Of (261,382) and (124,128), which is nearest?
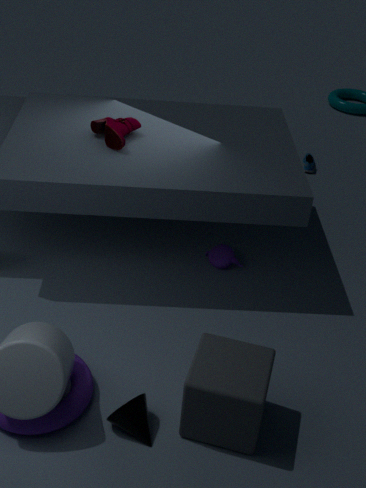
(261,382)
